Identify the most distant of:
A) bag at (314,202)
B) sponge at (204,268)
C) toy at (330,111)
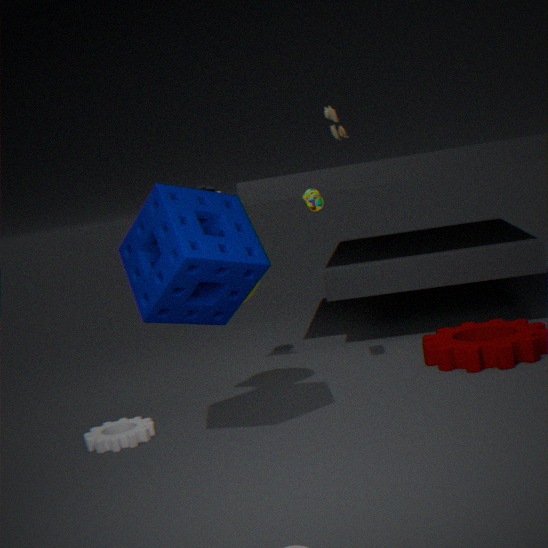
toy at (330,111)
